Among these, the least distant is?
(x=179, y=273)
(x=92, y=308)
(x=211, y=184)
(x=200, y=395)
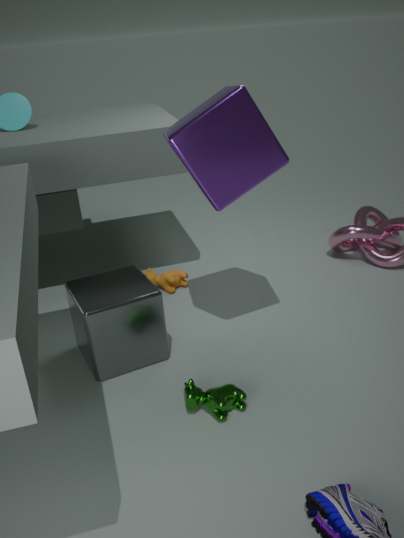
(x=211, y=184)
